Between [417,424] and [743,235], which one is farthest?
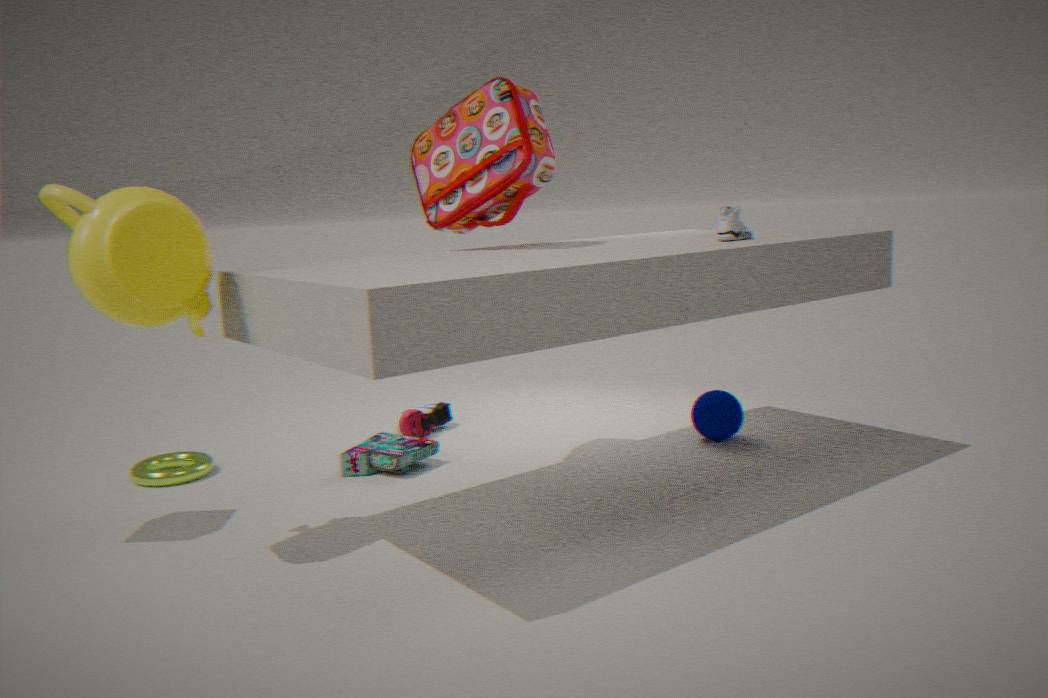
[417,424]
